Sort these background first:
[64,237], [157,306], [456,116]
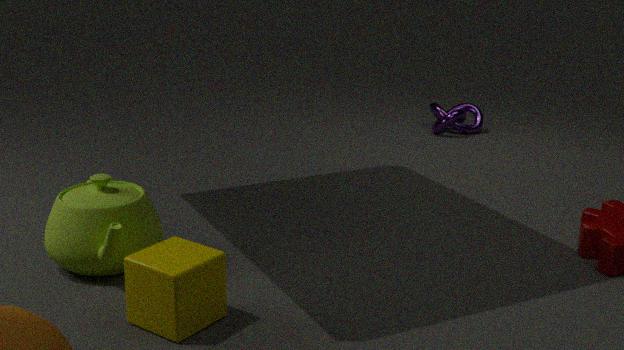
[456,116] → [64,237] → [157,306]
